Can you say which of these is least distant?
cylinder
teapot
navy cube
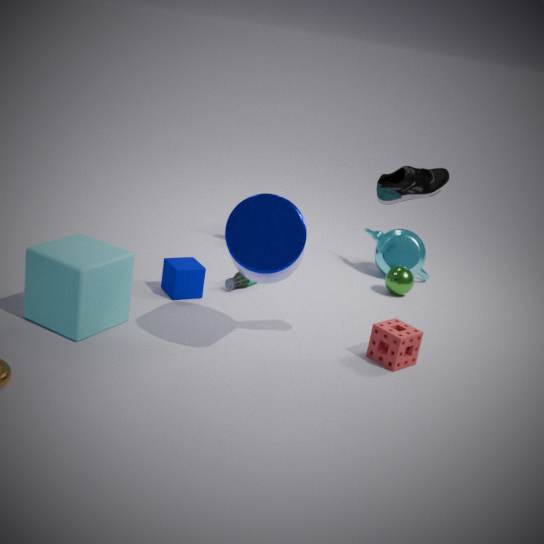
cylinder
